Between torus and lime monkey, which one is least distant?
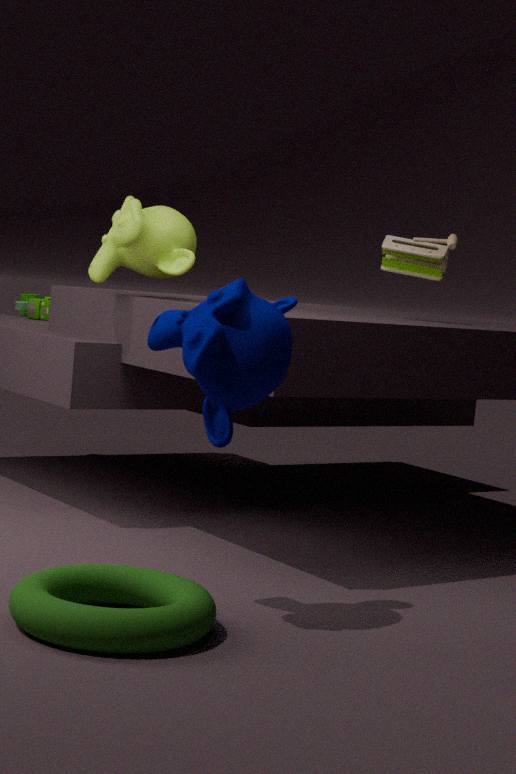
torus
